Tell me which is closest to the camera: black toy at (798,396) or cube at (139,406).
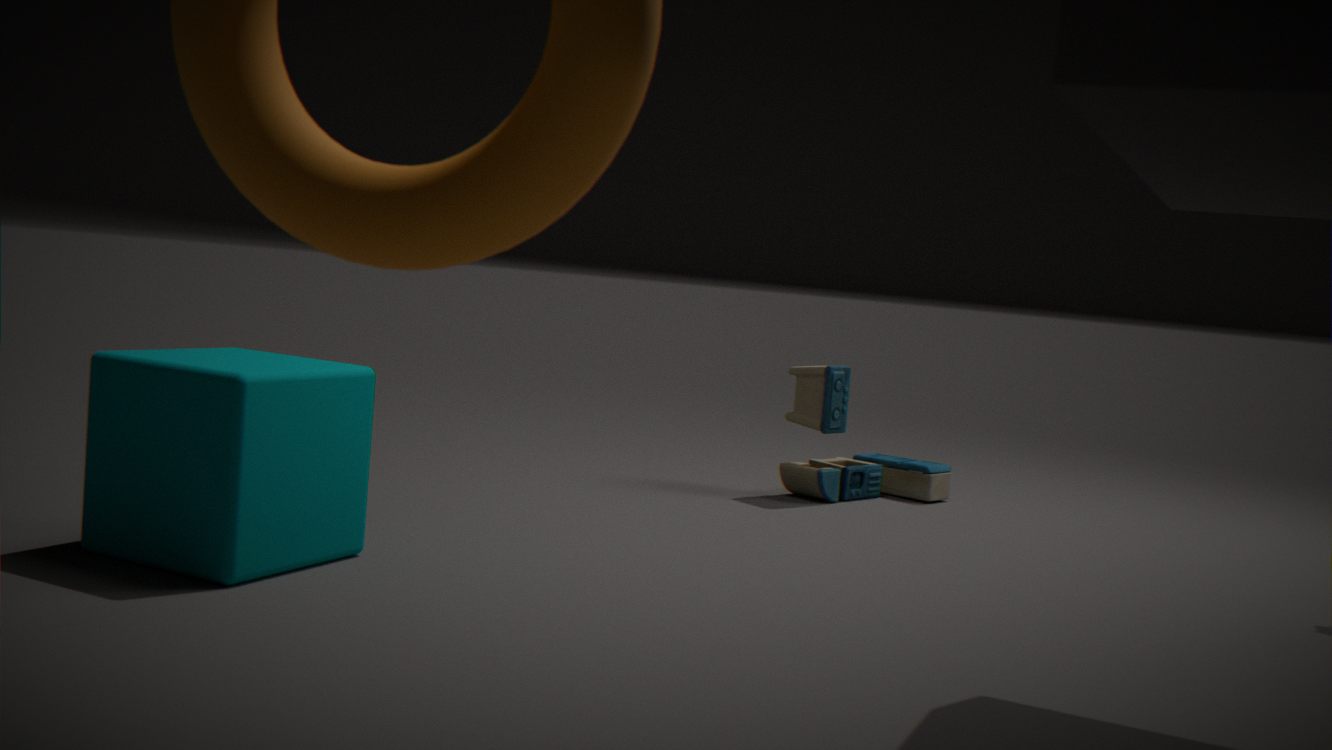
cube at (139,406)
